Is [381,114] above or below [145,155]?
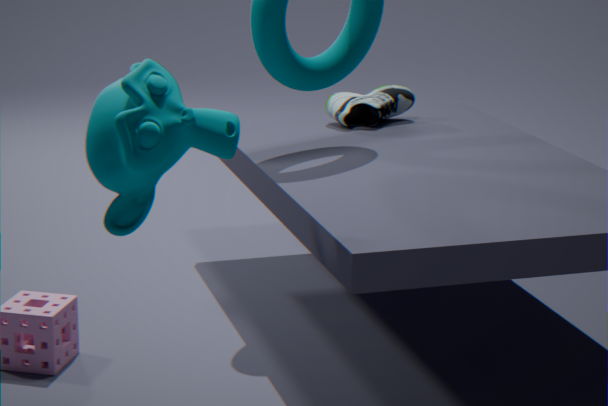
below
